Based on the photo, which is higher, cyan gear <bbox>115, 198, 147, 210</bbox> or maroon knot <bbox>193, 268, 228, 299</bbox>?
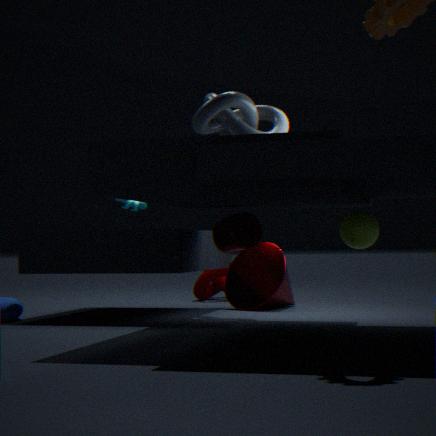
cyan gear <bbox>115, 198, 147, 210</bbox>
